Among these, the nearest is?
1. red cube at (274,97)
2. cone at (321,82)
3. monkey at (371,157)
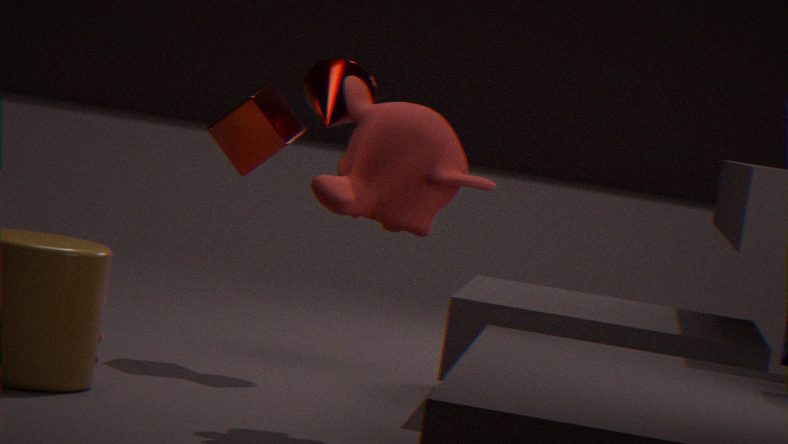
monkey at (371,157)
